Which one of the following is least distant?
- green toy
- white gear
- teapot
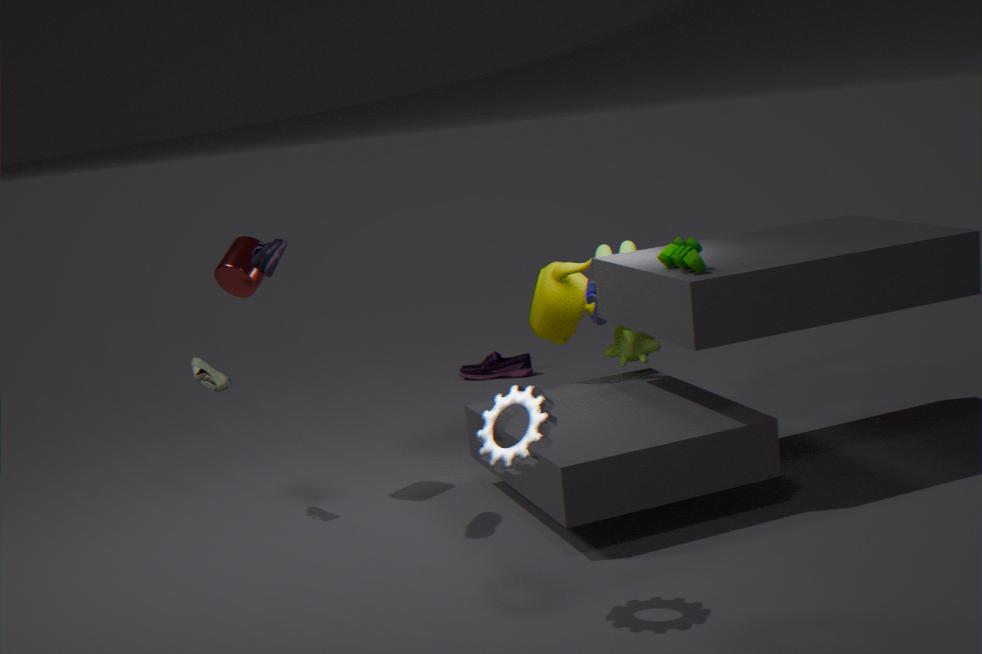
white gear
